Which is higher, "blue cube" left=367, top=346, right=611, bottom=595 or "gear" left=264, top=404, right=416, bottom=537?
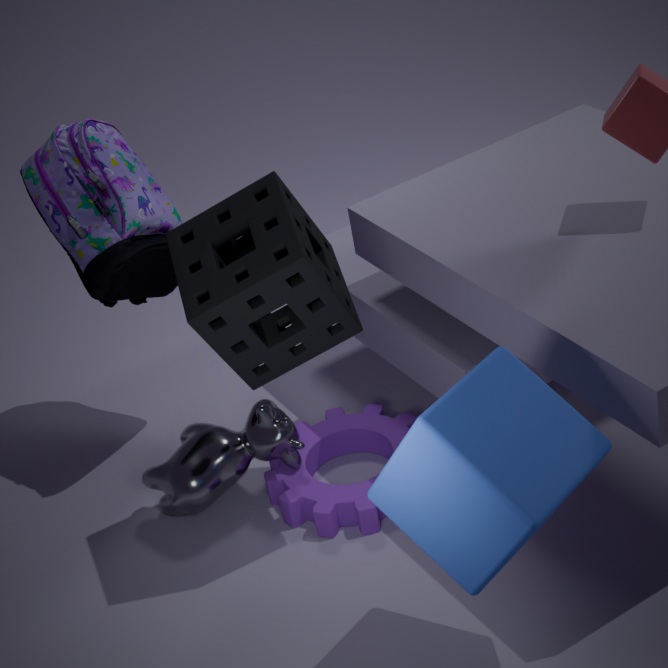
"blue cube" left=367, top=346, right=611, bottom=595
